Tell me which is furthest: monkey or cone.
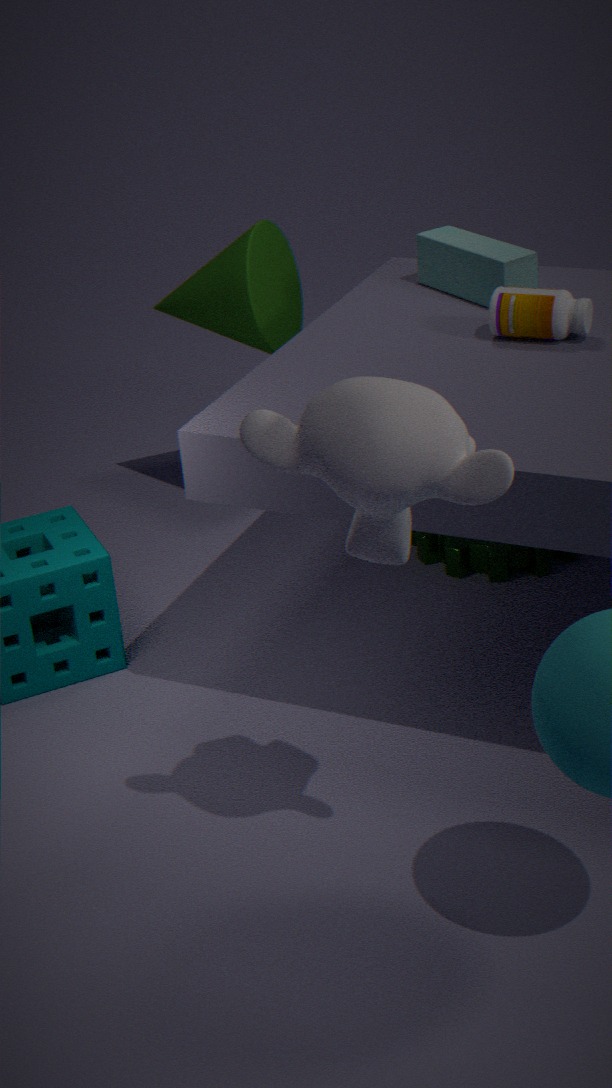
cone
